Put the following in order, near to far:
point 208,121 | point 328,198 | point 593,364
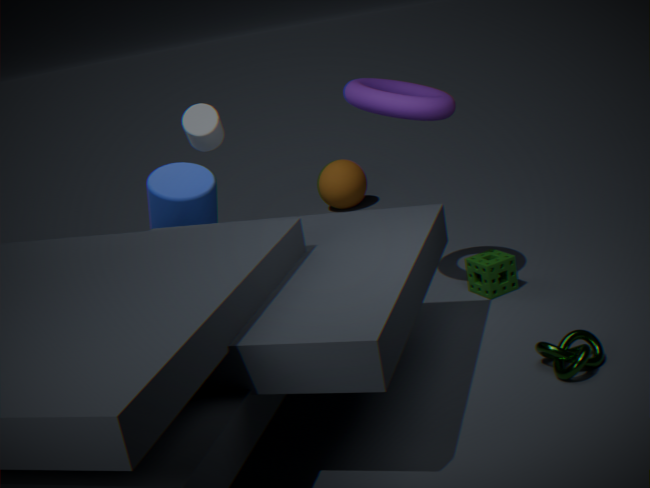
point 593,364, point 208,121, point 328,198
